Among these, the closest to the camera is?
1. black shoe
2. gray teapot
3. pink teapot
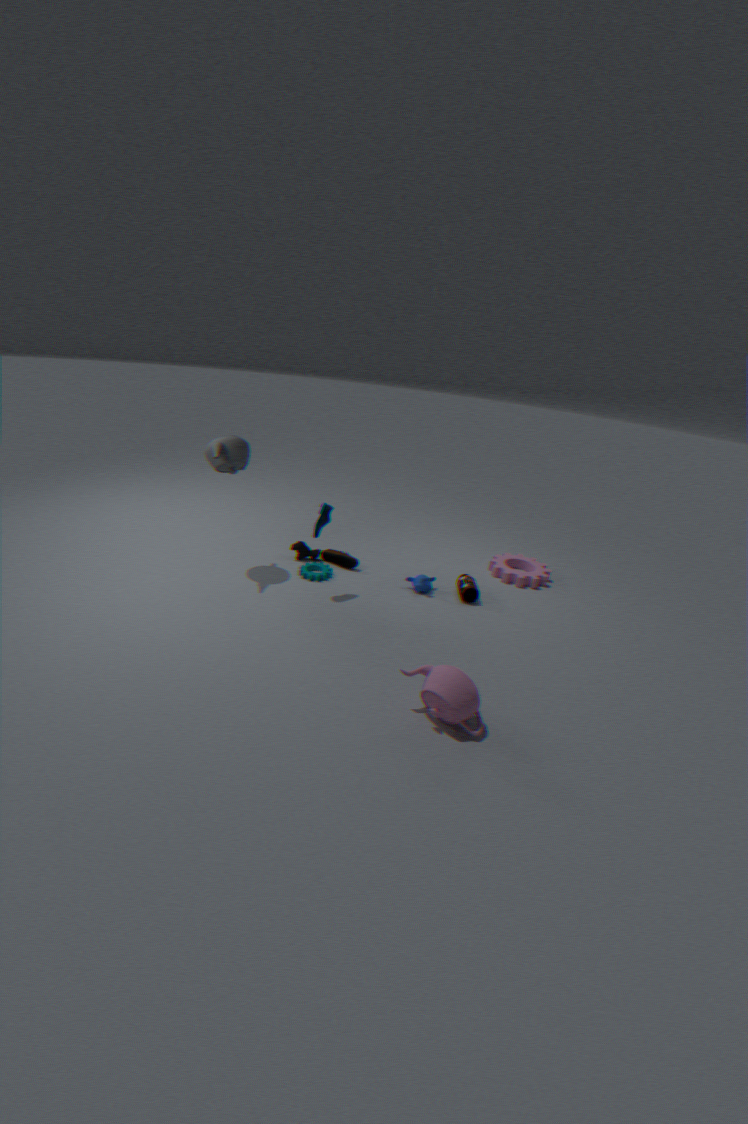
pink teapot
